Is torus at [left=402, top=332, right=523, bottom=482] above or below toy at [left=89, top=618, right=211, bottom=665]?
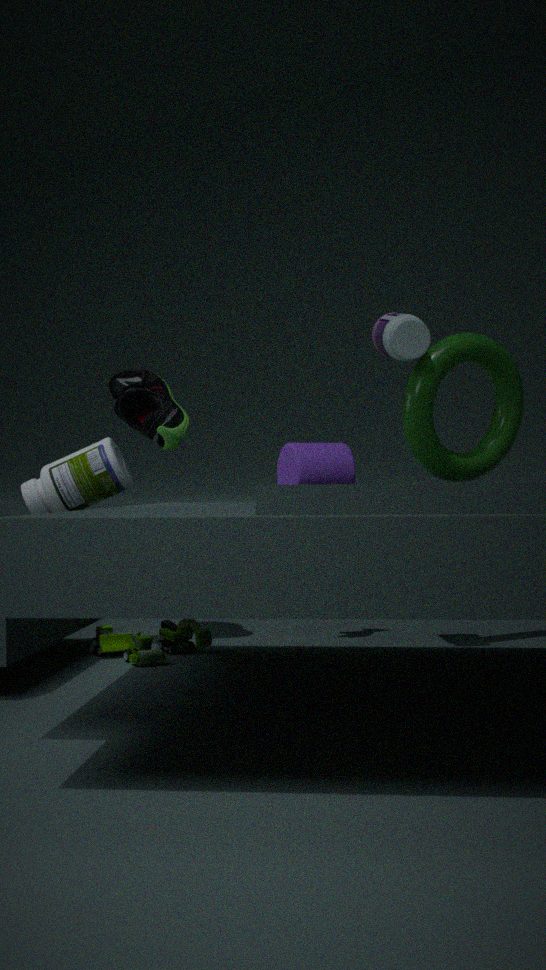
above
